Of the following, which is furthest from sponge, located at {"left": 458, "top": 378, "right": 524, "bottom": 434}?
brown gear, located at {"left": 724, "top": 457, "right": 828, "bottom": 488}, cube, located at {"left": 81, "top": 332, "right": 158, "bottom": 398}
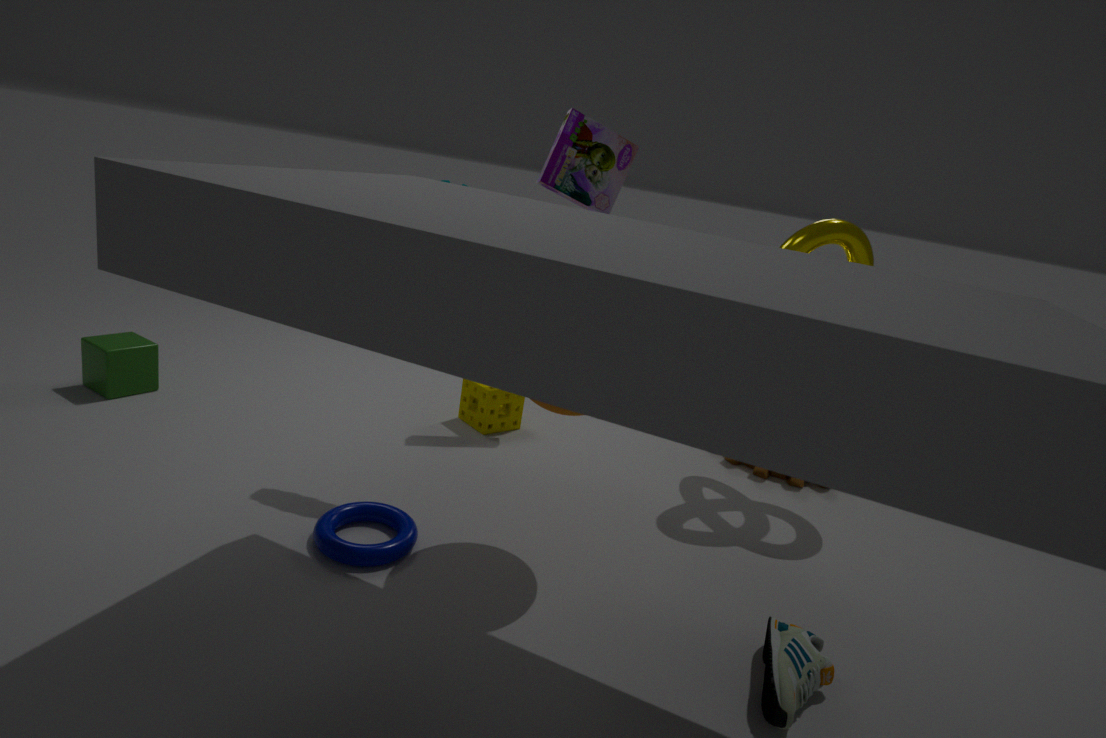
cube, located at {"left": 81, "top": 332, "right": 158, "bottom": 398}
